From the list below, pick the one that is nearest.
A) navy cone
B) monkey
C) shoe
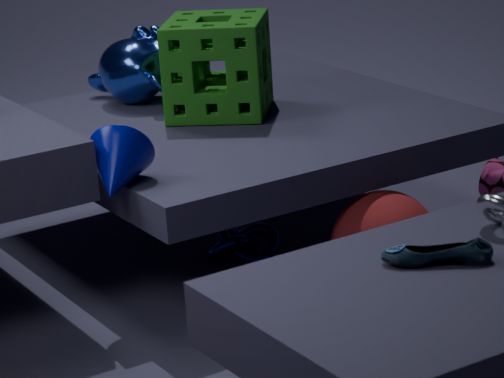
shoe
